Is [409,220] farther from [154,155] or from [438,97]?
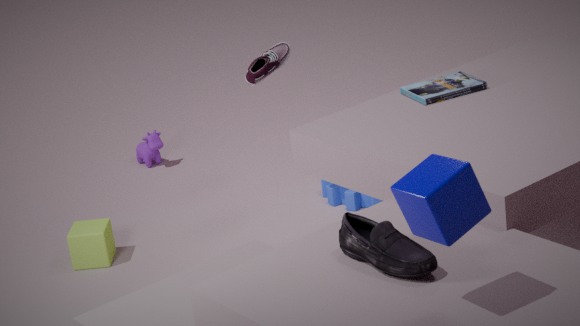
[154,155]
